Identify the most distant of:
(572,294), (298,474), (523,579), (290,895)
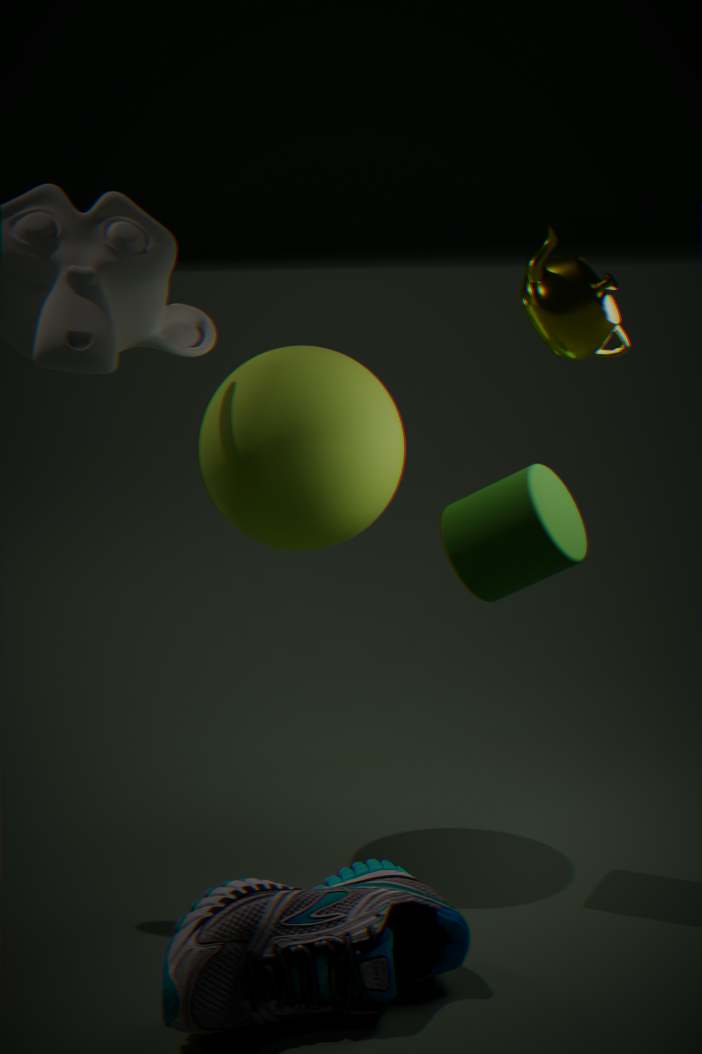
(298,474)
